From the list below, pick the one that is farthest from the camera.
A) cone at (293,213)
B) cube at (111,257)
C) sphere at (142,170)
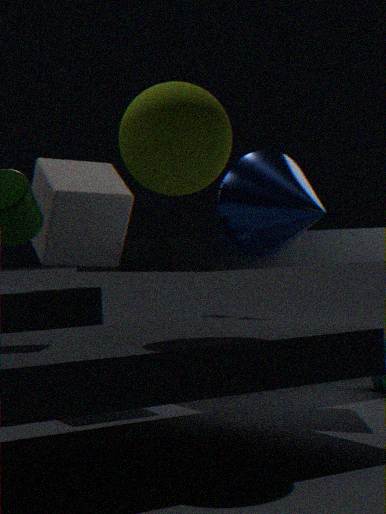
cube at (111,257)
